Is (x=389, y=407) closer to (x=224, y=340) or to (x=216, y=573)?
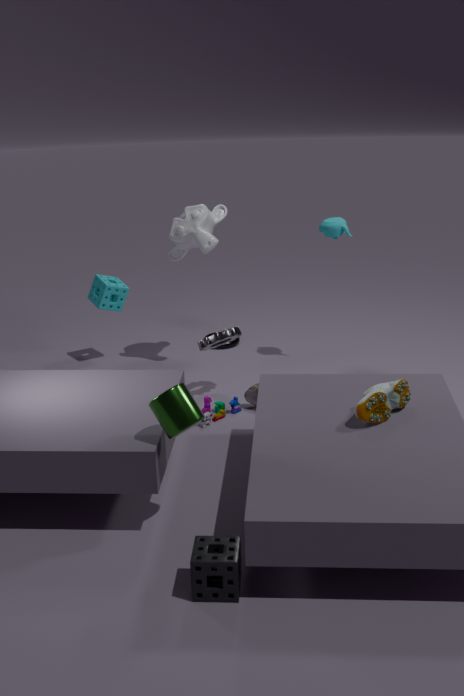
(x=216, y=573)
